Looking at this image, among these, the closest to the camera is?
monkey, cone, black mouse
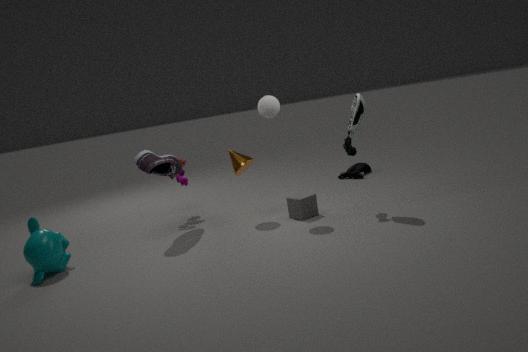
monkey
